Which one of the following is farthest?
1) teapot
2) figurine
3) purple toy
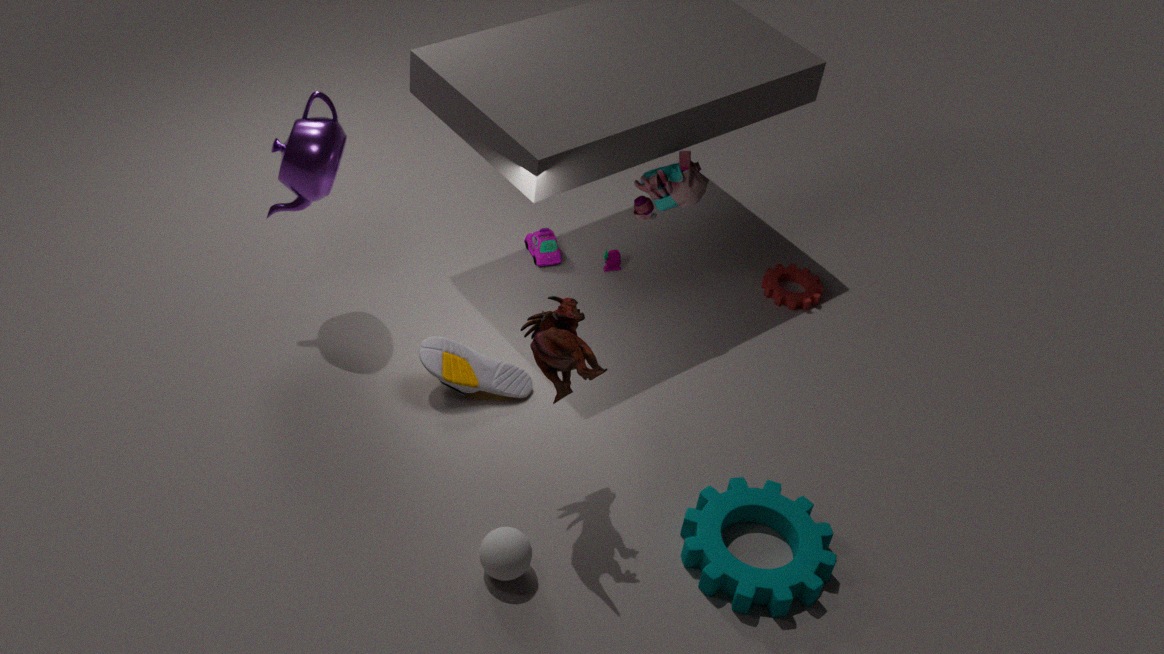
3. purple toy
